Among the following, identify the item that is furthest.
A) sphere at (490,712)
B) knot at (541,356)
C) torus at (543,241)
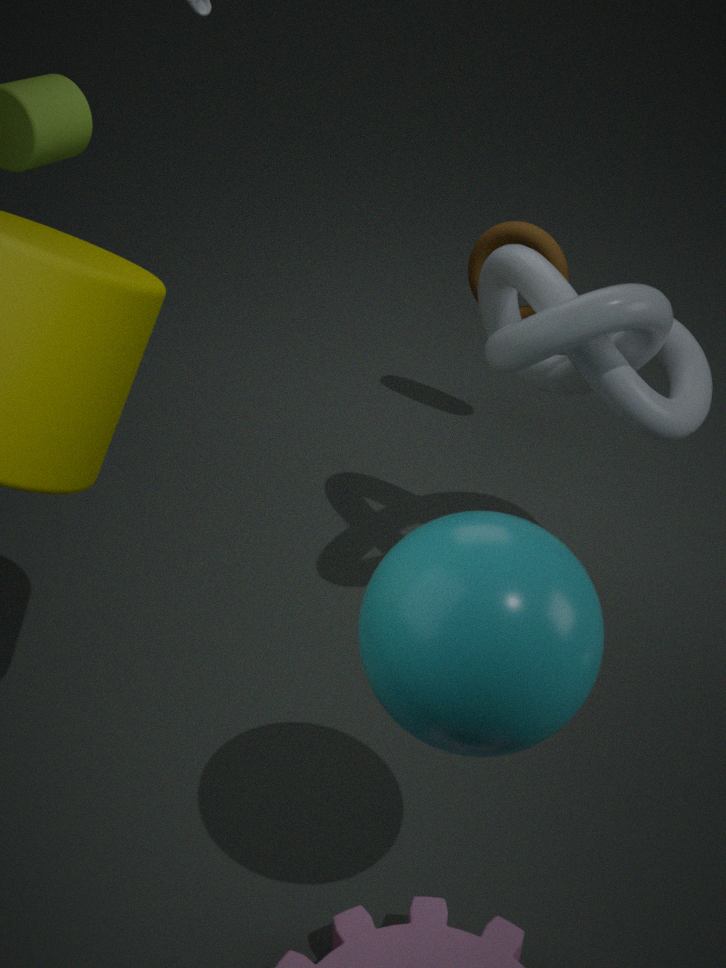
torus at (543,241)
